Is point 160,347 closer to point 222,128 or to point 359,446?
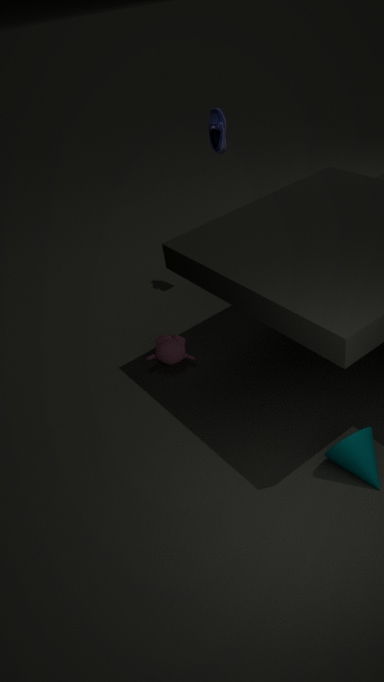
point 359,446
